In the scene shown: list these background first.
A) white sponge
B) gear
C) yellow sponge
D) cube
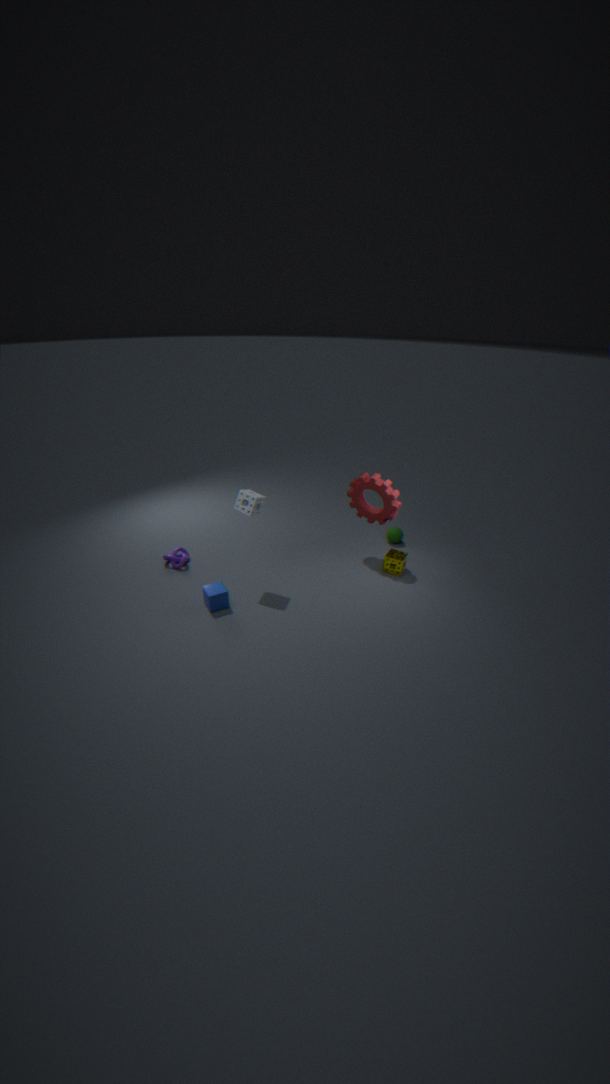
1. yellow sponge
2. gear
3. white sponge
4. cube
